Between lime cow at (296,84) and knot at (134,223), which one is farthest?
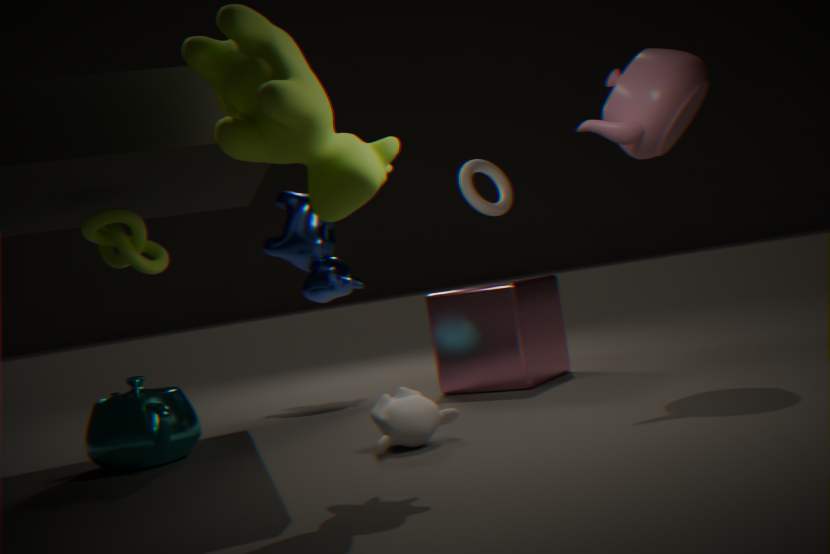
knot at (134,223)
